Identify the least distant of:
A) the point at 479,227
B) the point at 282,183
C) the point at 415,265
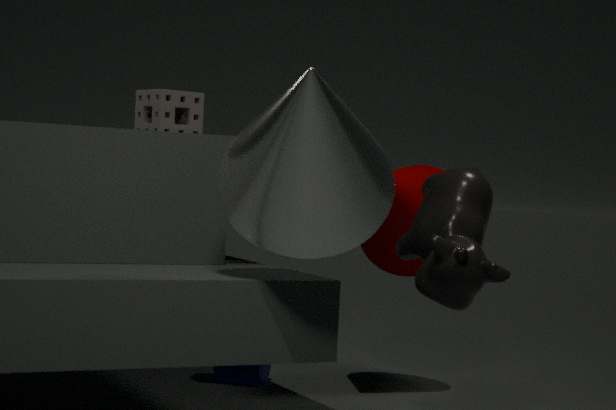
Answer: the point at 282,183
